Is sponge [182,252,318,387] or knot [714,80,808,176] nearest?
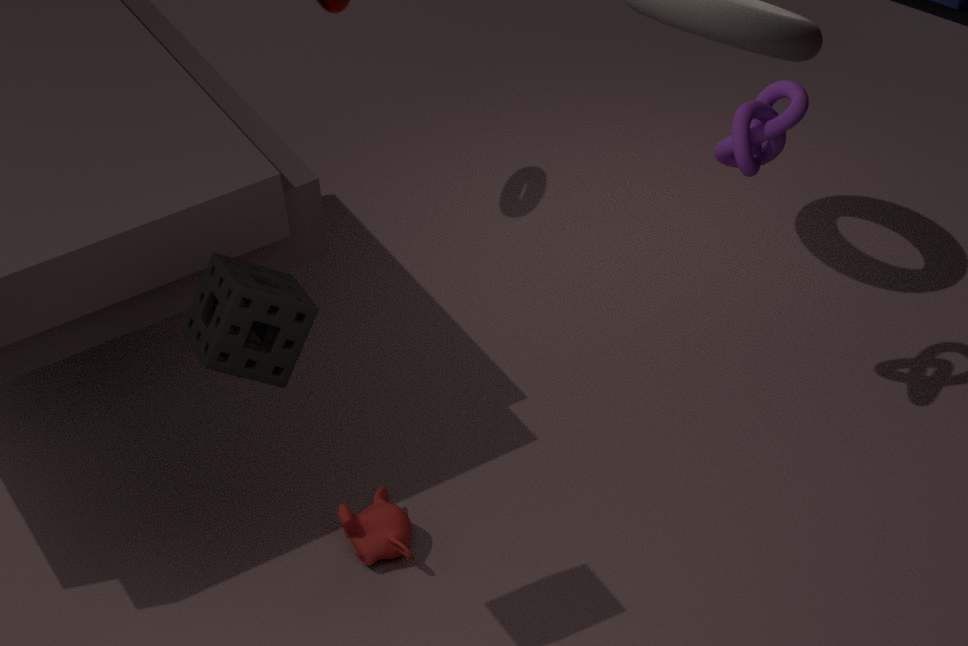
sponge [182,252,318,387]
